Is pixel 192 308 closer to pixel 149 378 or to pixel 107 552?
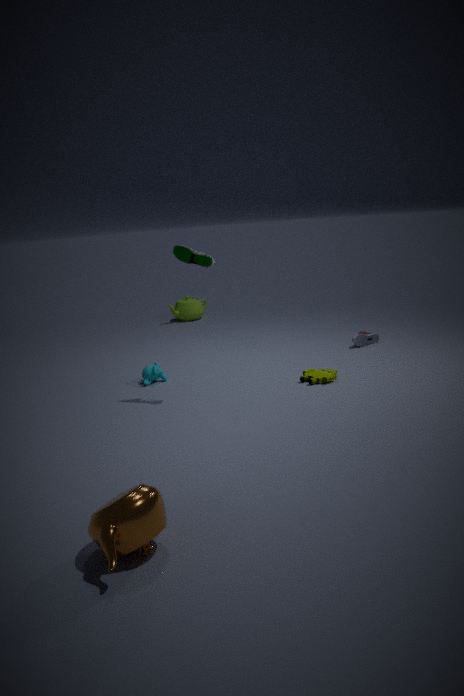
pixel 149 378
